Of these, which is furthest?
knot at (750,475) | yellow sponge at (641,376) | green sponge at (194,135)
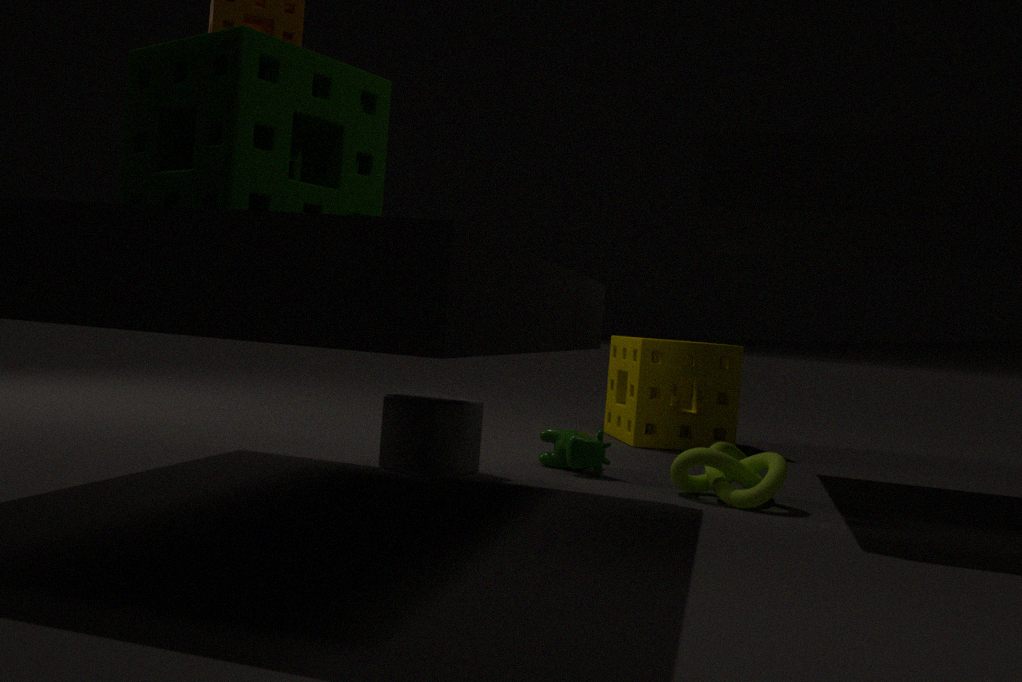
yellow sponge at (641,376)
